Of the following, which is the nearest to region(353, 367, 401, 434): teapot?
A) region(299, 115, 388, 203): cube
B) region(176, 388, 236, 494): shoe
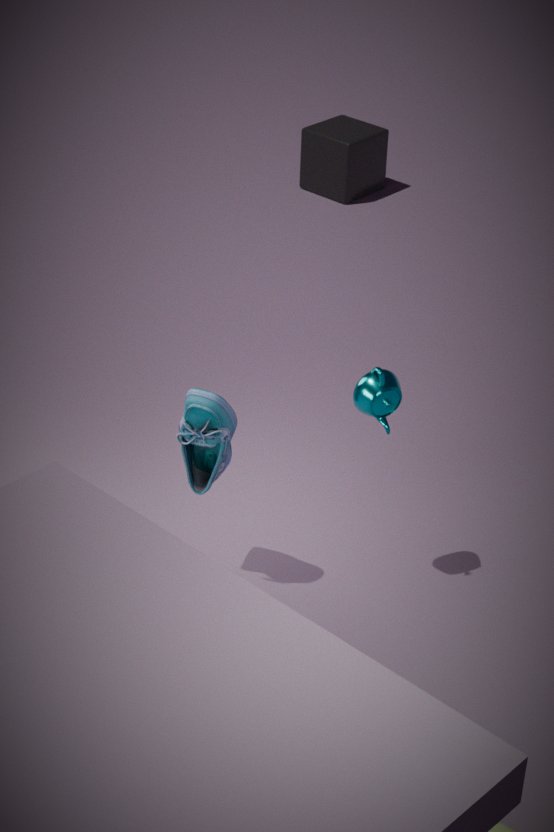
region(176, 388, 236, 494): shoe
